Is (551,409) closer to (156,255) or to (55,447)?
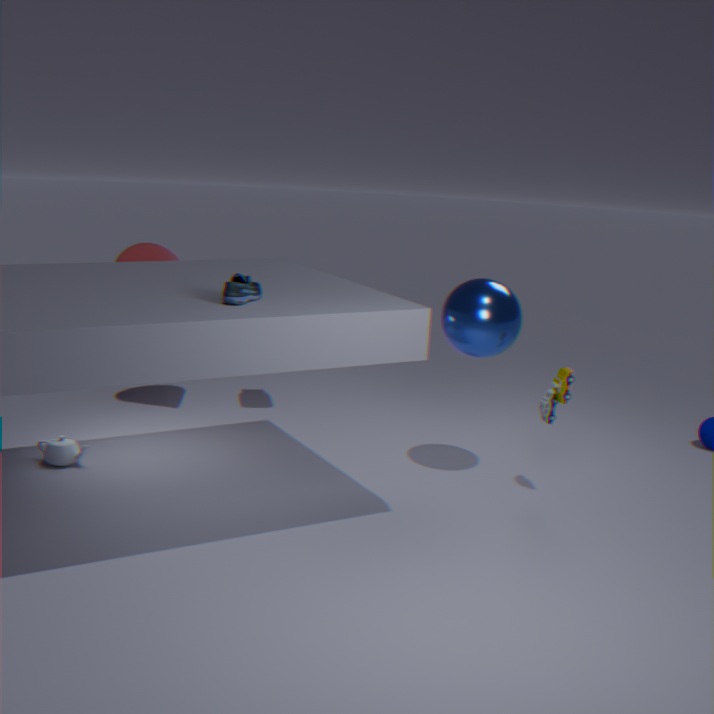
(156,255)
